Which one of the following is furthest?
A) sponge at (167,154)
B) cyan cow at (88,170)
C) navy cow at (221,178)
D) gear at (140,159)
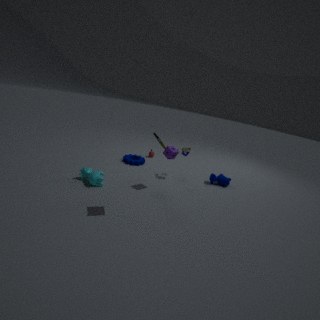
gear at (140,159)
